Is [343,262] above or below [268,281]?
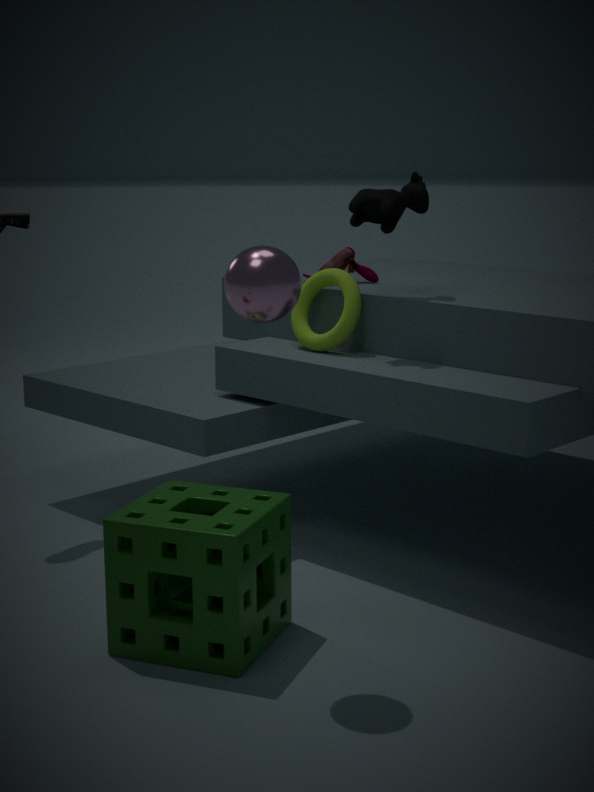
below
